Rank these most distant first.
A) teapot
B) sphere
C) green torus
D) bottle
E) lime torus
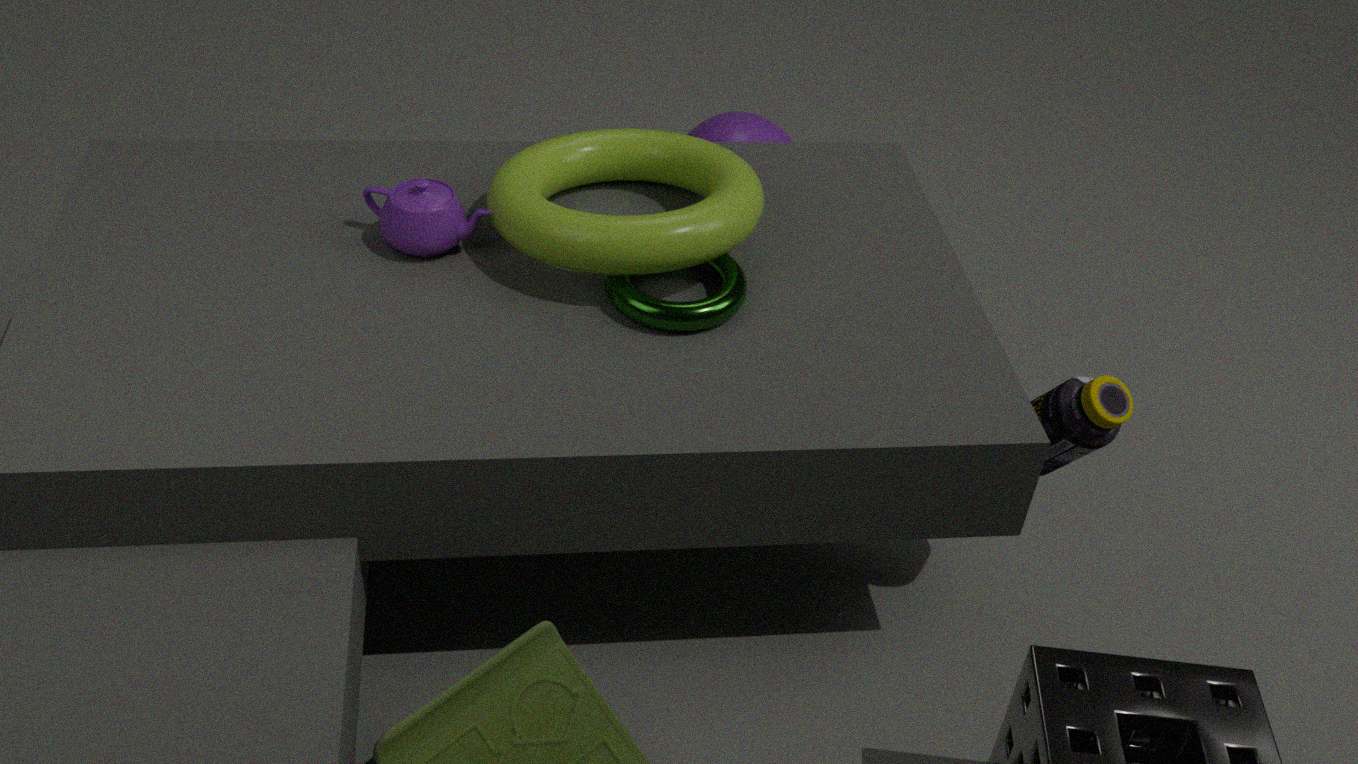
sphere
teapot
green torus
lime torus
bottle
